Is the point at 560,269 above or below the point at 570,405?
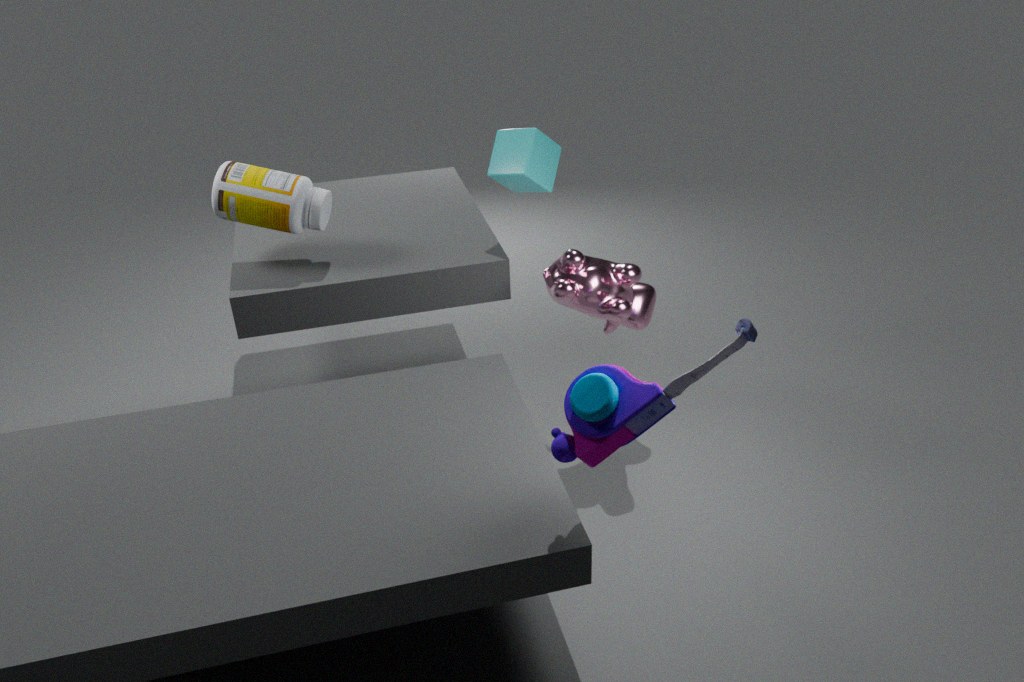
below
